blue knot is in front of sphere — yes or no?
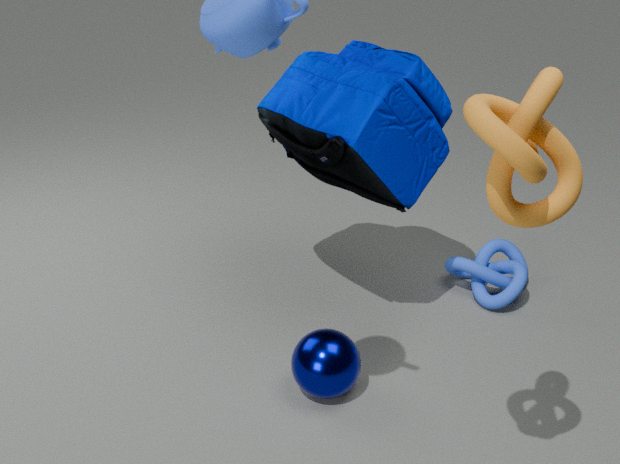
No
